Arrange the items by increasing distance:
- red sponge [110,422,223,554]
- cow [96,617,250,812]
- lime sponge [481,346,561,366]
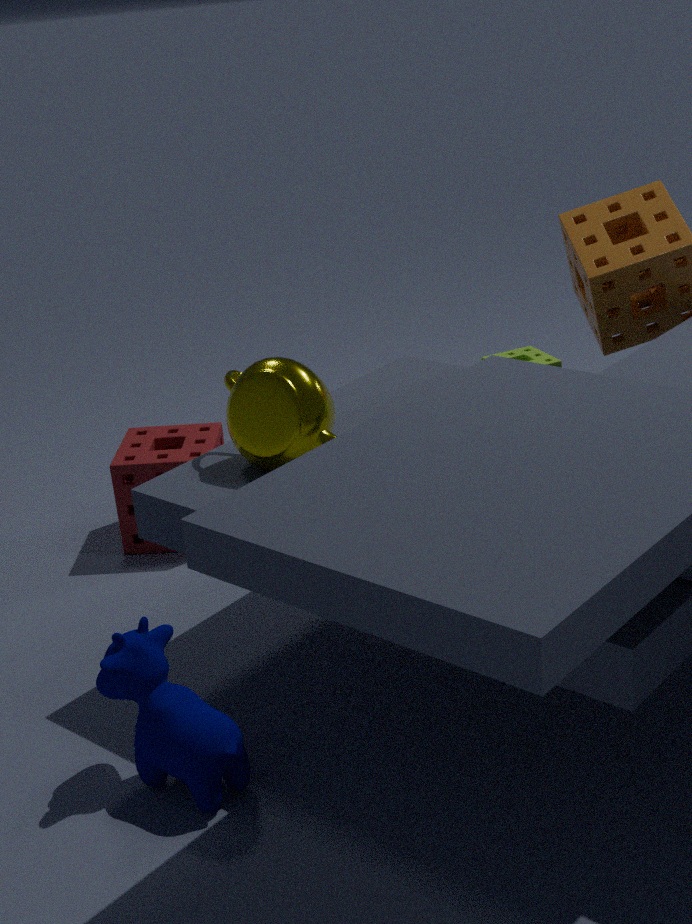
cow [96,617,250,812]
lime sponge [481,346,561,366]
red sponge [110,422,223,554]
